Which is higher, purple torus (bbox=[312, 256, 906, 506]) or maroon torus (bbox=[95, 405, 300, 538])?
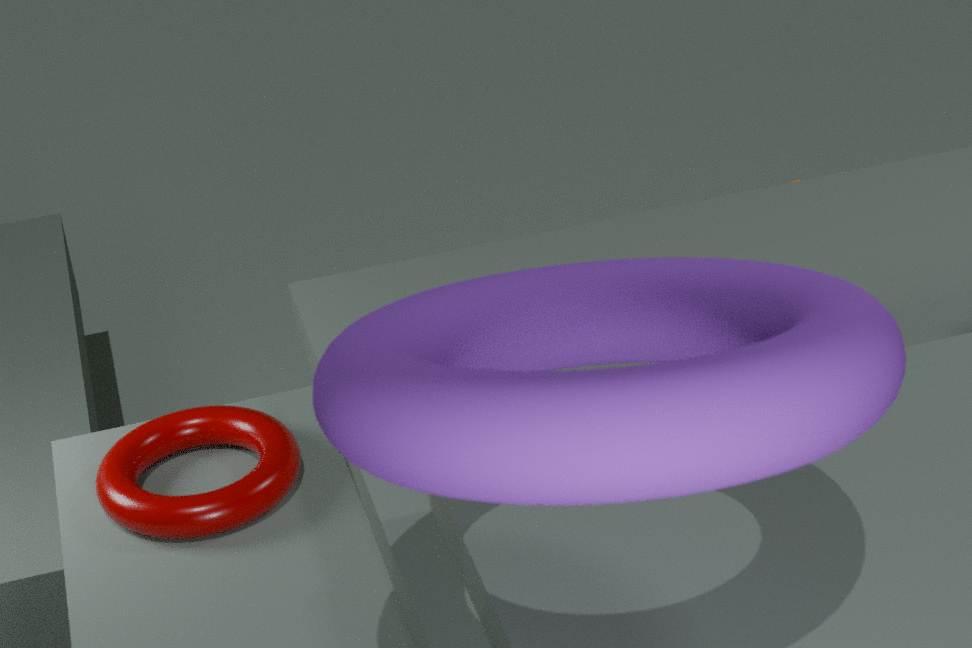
purple torus (bbox=[312, 256, 906, 506])
